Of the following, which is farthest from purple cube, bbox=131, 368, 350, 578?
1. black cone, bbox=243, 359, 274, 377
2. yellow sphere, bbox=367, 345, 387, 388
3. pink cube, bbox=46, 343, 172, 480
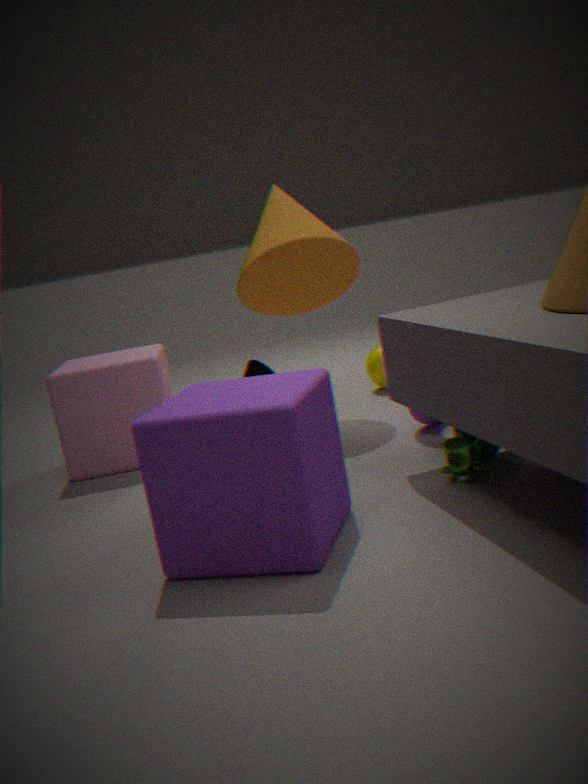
yellow sphere, bbox=367, 345, 387, 388
